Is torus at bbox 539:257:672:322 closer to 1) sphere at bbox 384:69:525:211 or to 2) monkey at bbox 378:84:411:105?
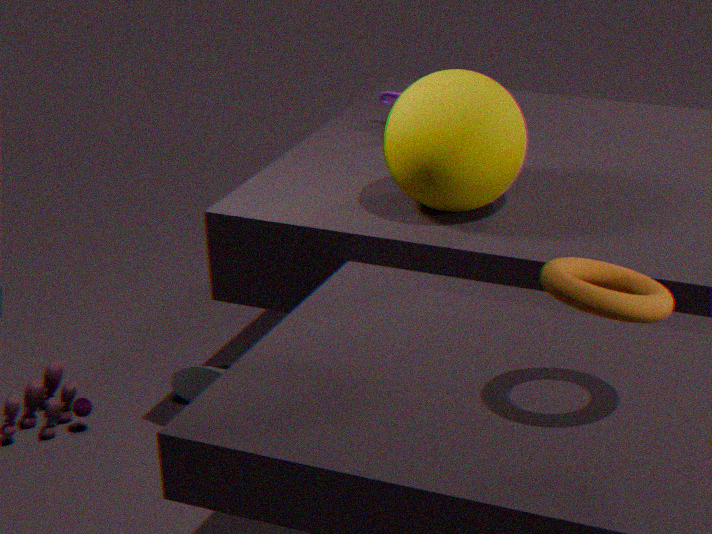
1) sphere at bbox 384:69:525:211
